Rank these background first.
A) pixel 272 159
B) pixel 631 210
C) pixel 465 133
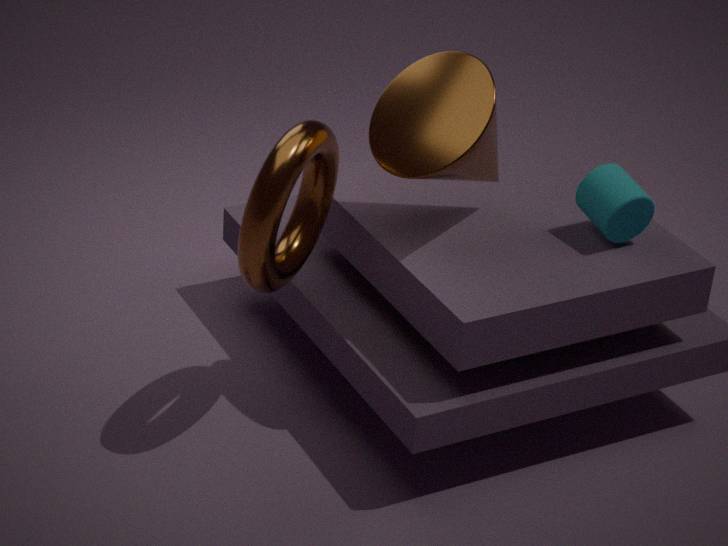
pixel 631 210 < pixel 465 133 < pixel 272 159
